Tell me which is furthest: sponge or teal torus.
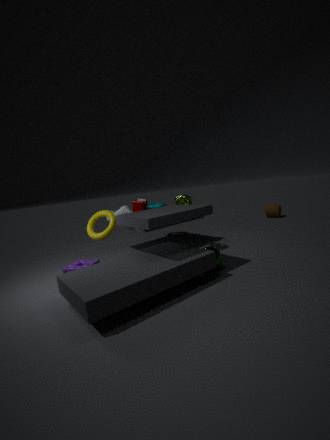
teal torus
